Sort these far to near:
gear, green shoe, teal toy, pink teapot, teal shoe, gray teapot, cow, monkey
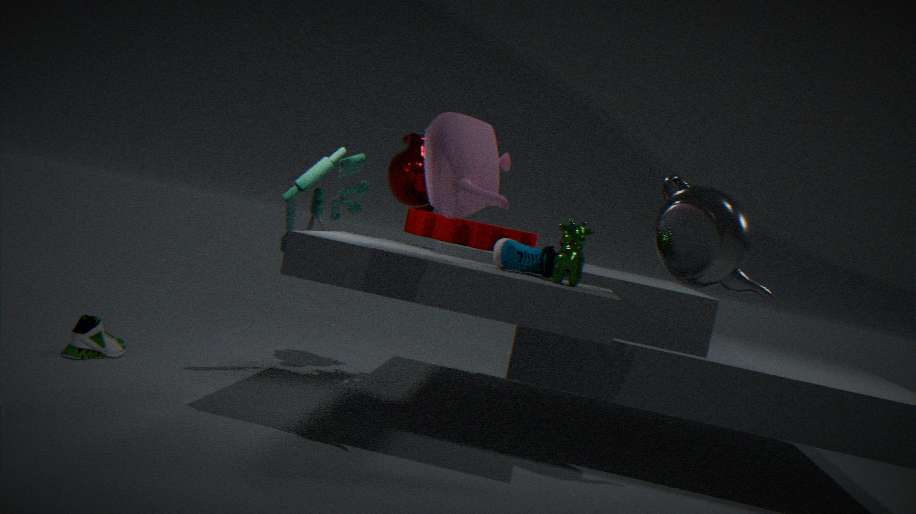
monkey → gear → green shoe → teal toy → teal shoe → cow → gray teapot → pink teapot
